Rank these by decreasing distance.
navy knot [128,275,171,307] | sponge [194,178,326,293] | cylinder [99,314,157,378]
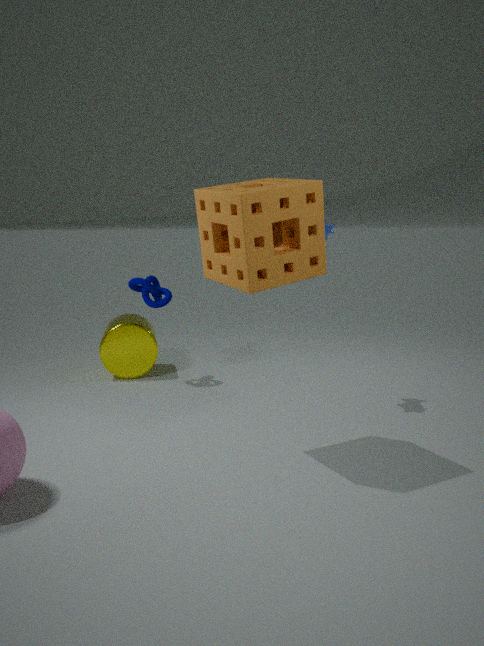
cylinder [99,314,157,378] → navy knot [128,275,171,307] → sponge [194,178,326,293]
